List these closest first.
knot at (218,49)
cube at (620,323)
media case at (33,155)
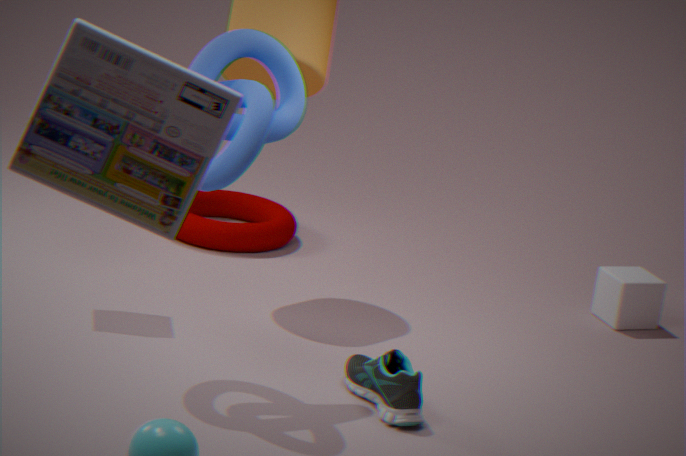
media case at (33,155) → knot at (218,49) → cube at (620,323)
